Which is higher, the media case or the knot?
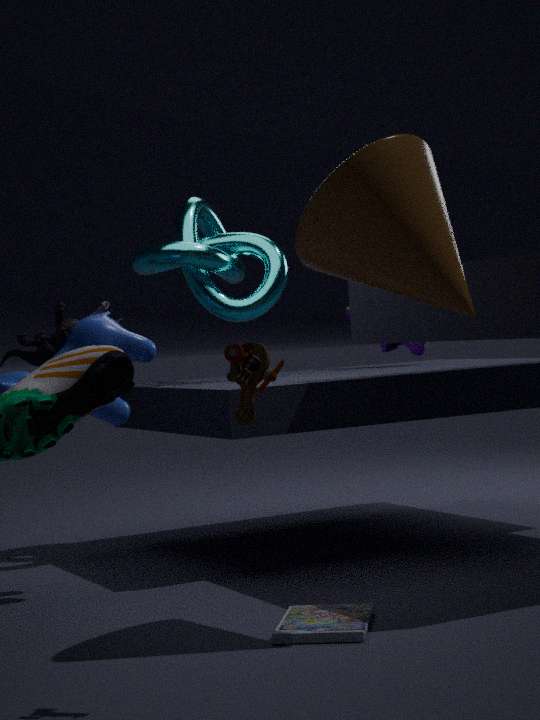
the knot
